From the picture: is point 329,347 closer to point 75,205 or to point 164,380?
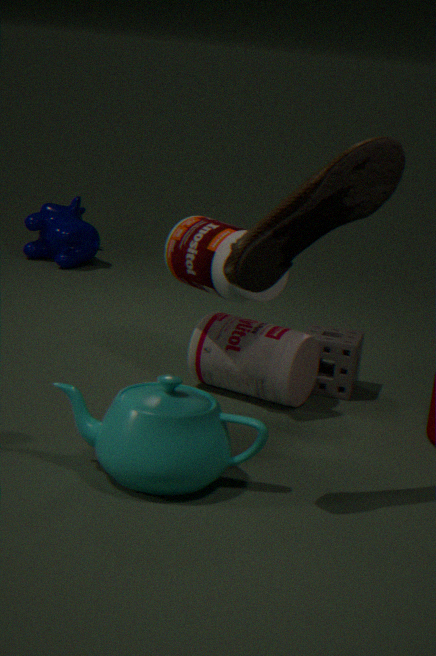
point 164,380
